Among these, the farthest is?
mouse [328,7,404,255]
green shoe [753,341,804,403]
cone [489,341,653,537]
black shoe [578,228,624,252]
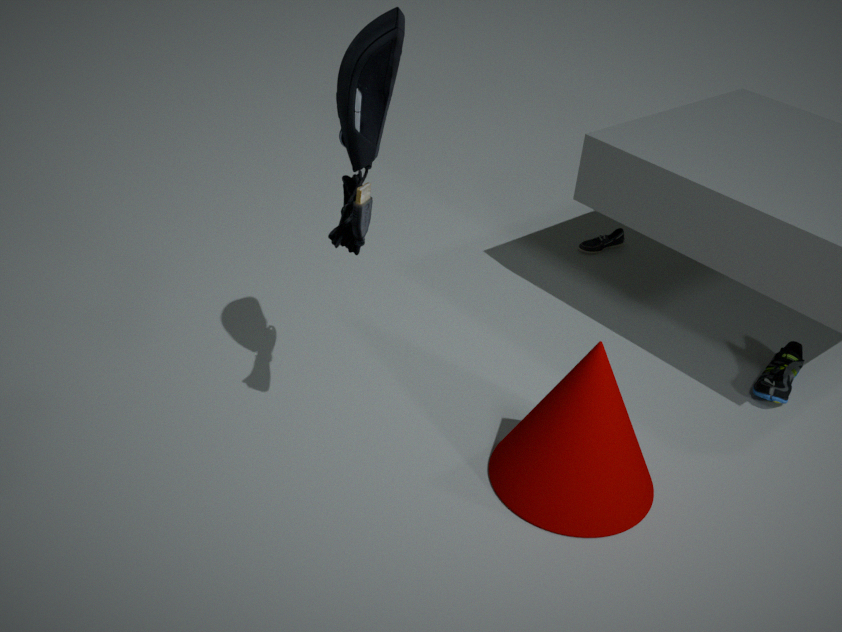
black shoe [578,228,624,252]
